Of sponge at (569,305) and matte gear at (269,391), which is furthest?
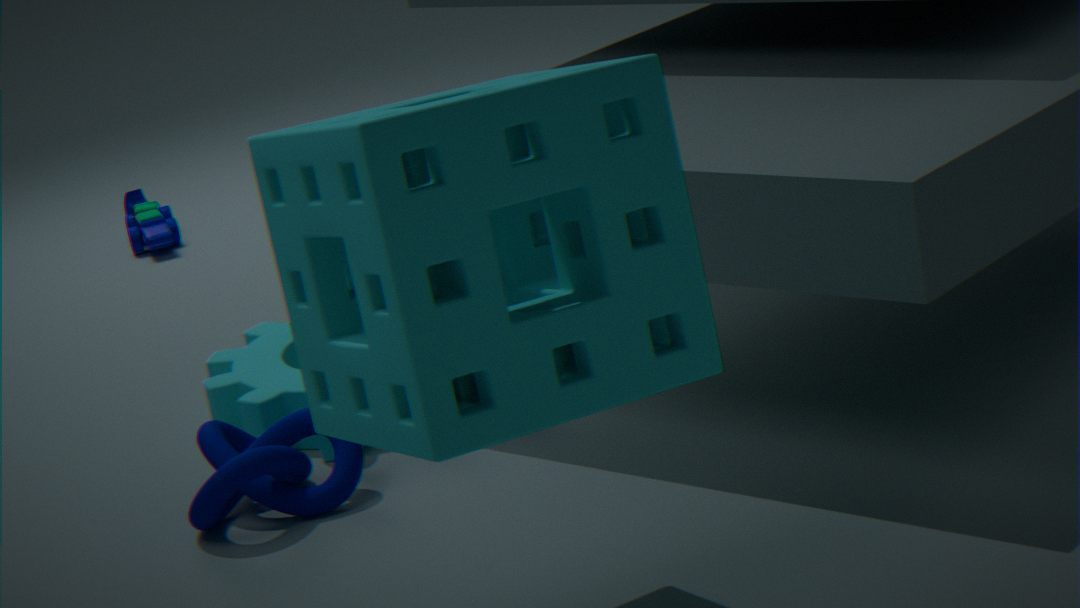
matte gear at (269,391)
